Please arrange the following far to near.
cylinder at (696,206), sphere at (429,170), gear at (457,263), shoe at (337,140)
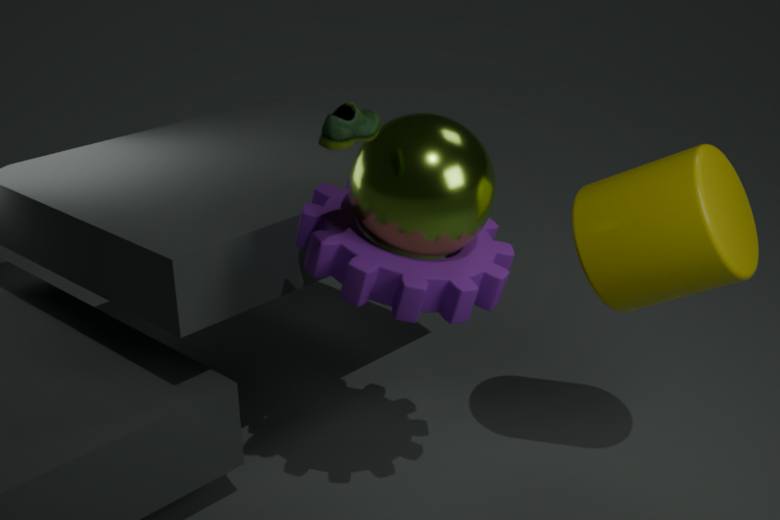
cylinder at (696,206)
gear at (457,263)
sphere at (429,170)
shoe at (337,140)
